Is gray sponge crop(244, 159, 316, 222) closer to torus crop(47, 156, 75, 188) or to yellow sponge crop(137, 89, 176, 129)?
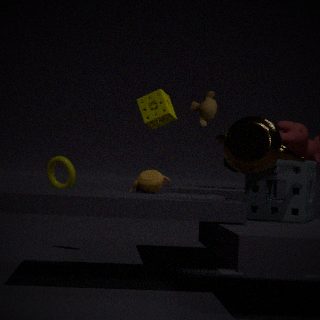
yellow sponge crop(137, 89, 176, 129)
